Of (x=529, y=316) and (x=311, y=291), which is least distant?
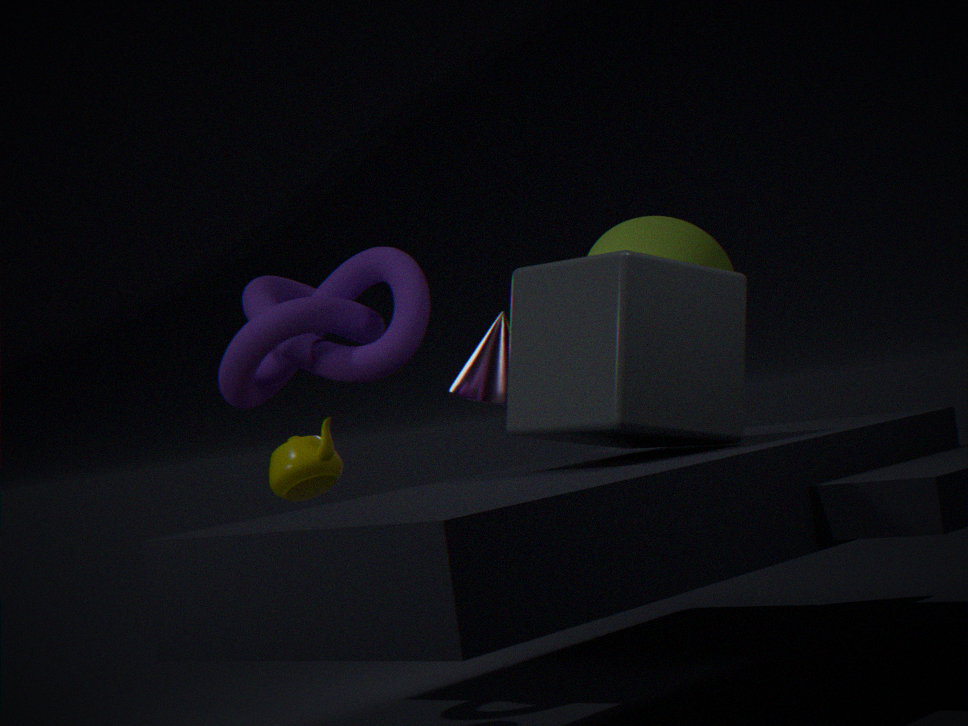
(x=529, y=316)
